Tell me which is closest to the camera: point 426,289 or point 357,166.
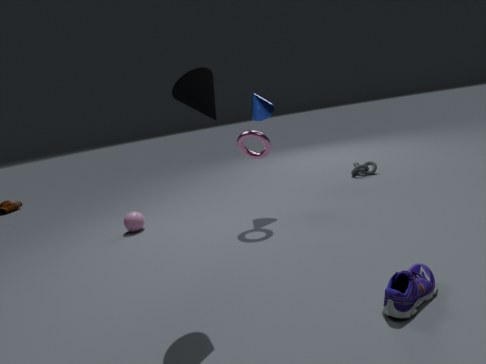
point 426,289
